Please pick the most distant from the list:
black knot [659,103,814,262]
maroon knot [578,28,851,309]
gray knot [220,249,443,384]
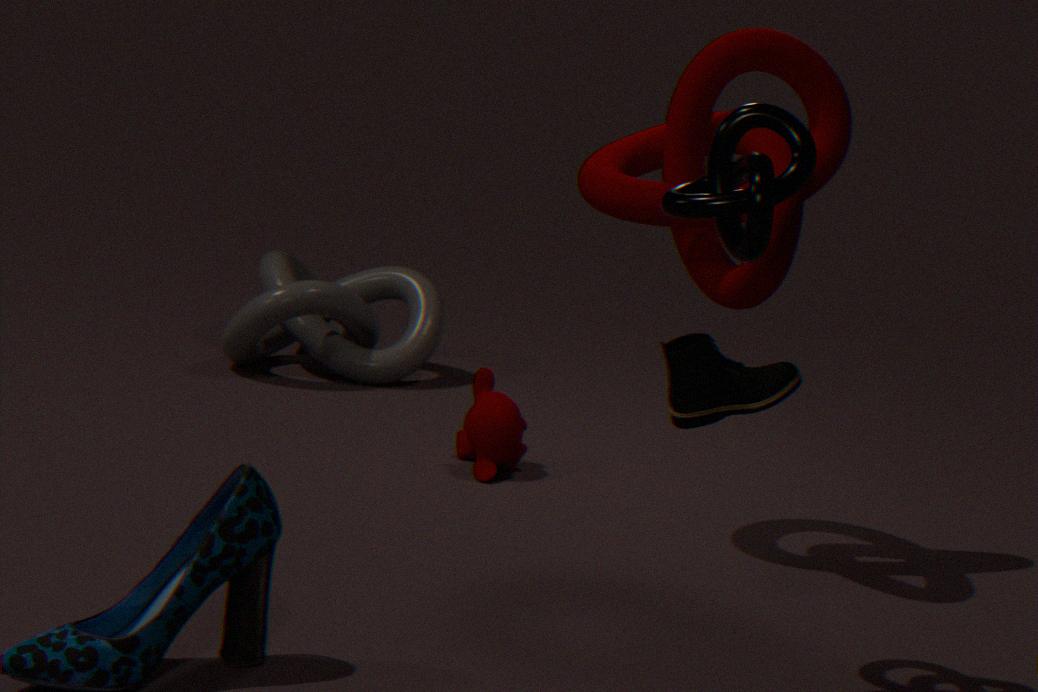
gray knot [220,249,443,384]
